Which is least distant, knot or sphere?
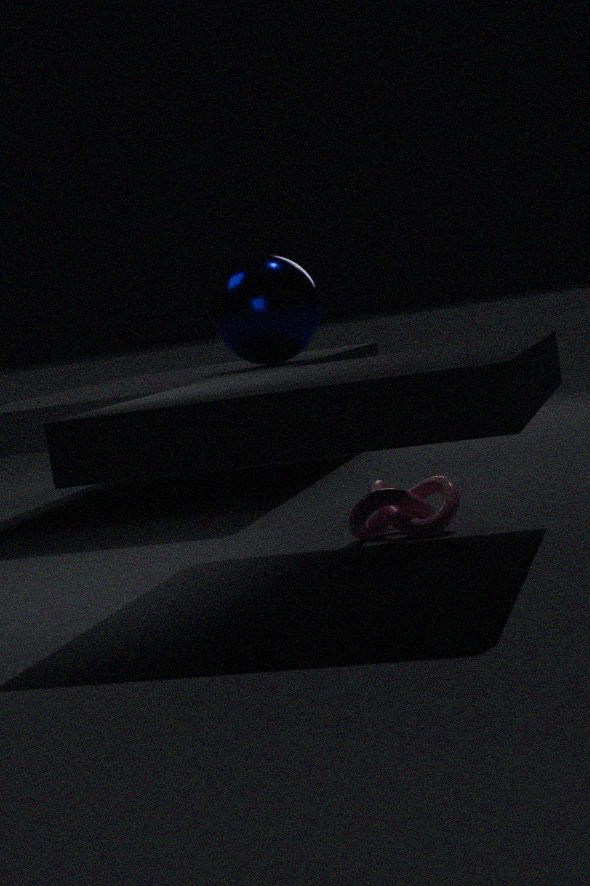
knot
